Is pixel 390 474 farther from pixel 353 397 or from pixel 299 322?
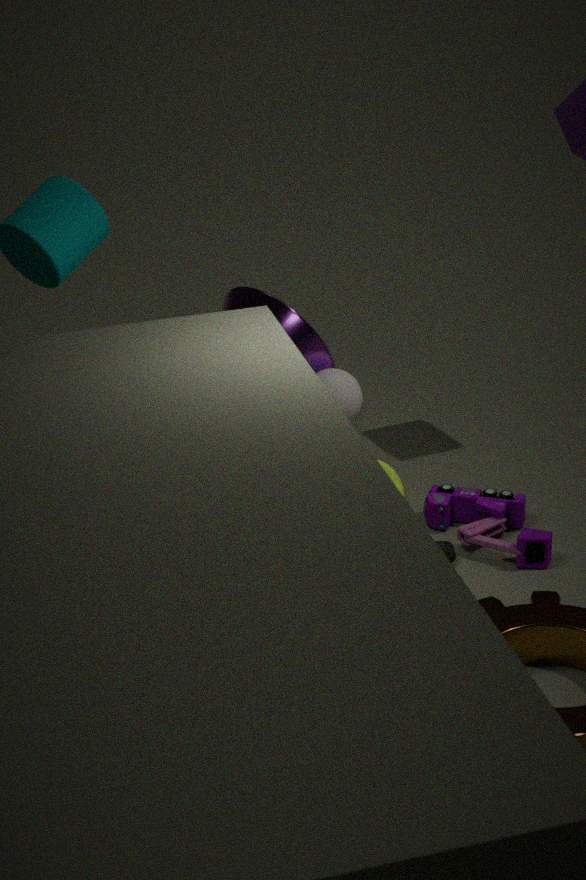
pixel 299 322
